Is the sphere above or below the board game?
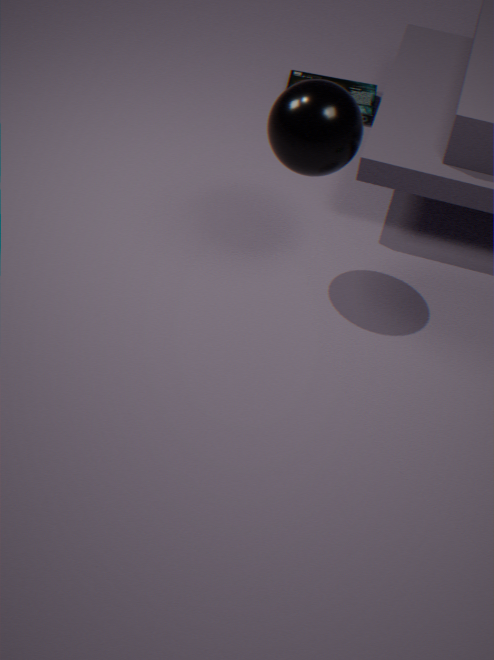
above
